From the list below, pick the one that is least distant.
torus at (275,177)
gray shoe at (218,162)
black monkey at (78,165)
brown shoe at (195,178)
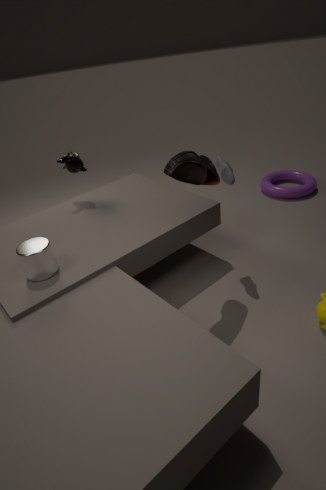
brown shoe at (195,178)
